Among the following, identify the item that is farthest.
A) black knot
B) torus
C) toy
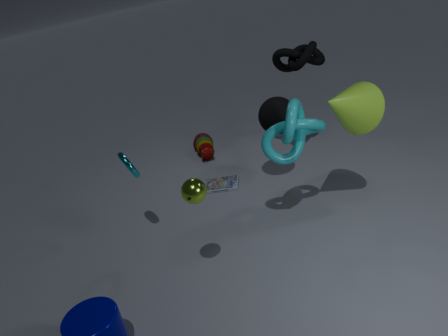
toy
